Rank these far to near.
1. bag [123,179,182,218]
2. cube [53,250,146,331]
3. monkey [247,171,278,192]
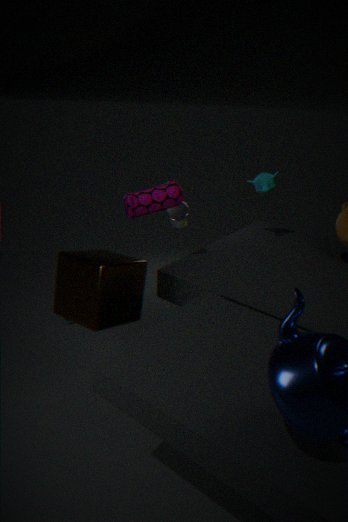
monkey [247,171,278,192] → bag [123,179,182,218] → cube [53,250,146,331]
